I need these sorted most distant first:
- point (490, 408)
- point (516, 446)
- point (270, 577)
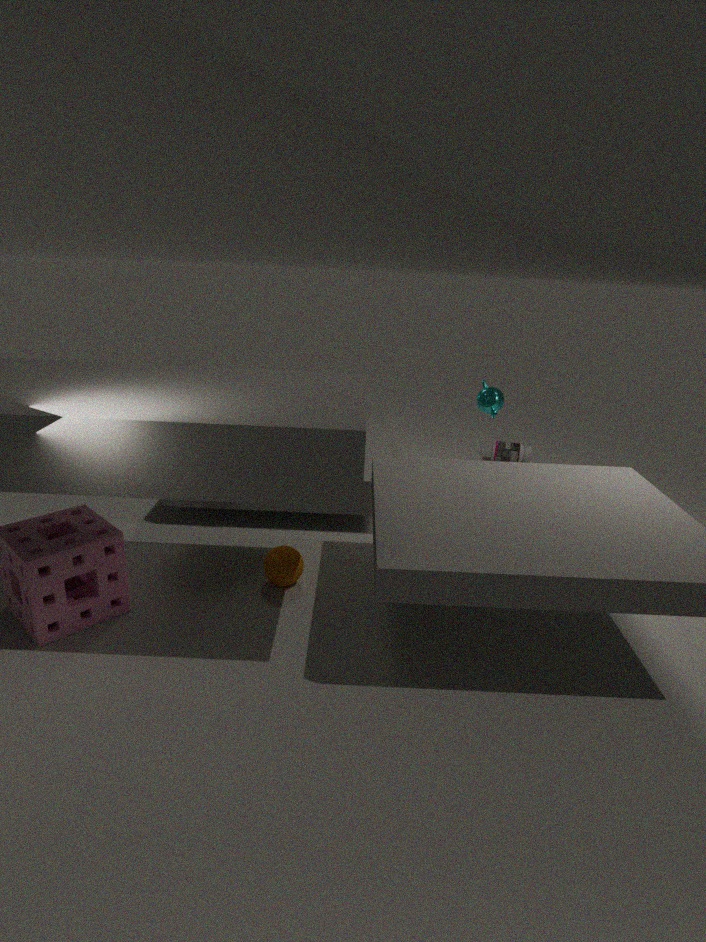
point (516, 446)
point (490, 408)
point (270, 577)
